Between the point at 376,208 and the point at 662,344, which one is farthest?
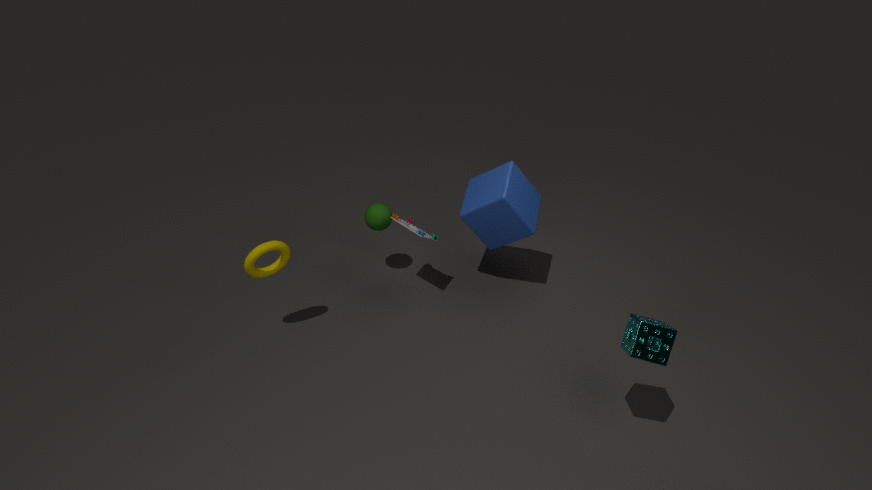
the point at 376,208
